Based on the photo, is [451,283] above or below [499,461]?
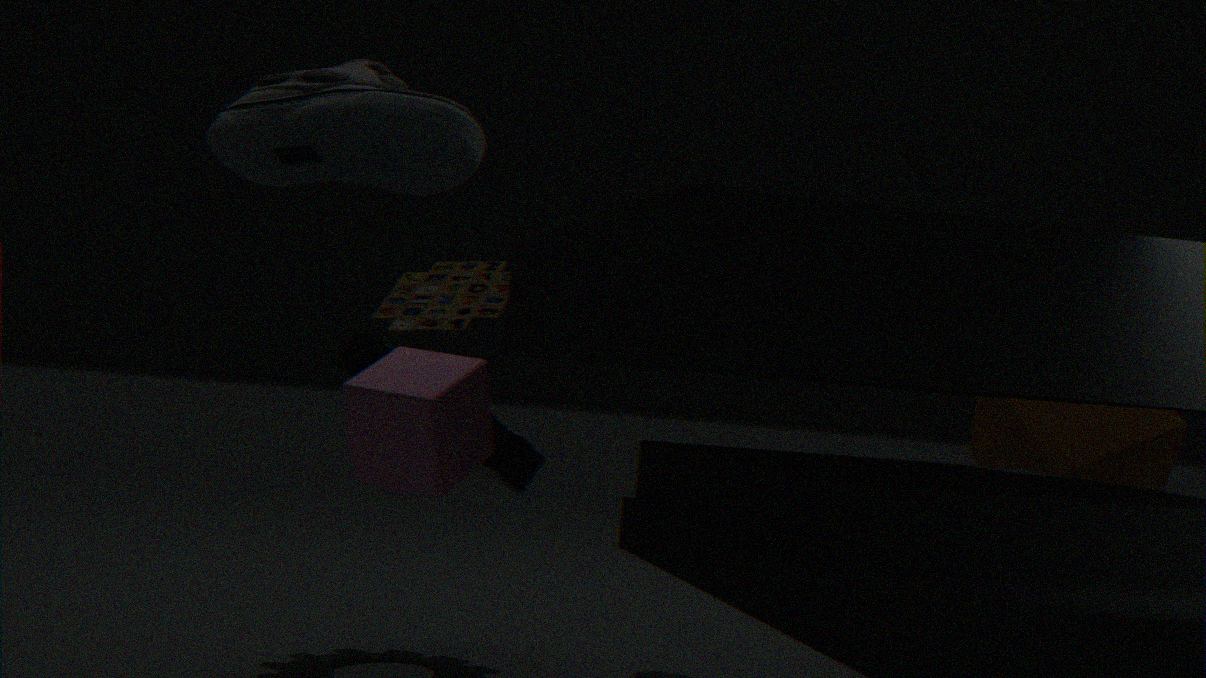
above
